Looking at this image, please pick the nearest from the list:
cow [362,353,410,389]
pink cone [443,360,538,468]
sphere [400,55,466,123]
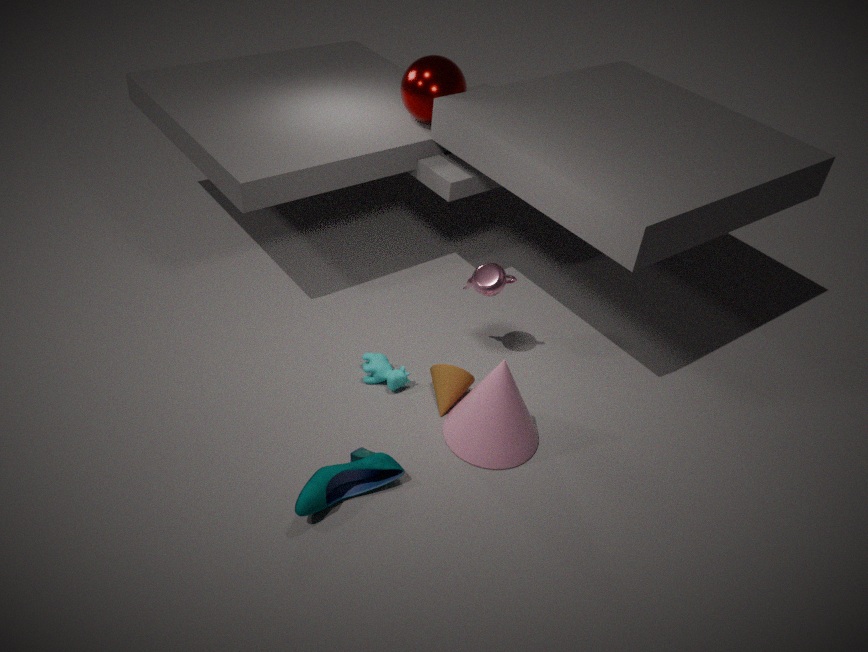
pink cone [443,360,538,468]
